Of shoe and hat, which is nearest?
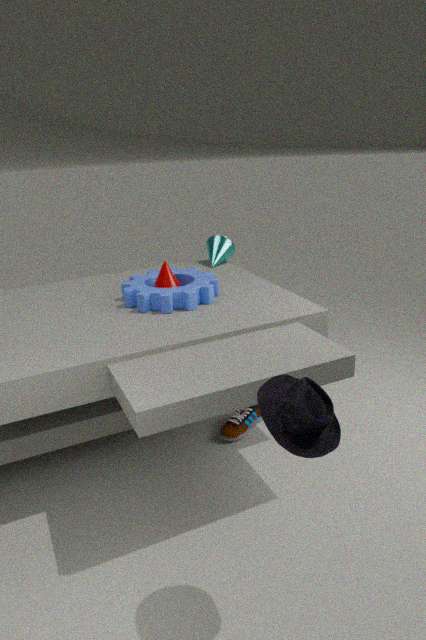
hat
